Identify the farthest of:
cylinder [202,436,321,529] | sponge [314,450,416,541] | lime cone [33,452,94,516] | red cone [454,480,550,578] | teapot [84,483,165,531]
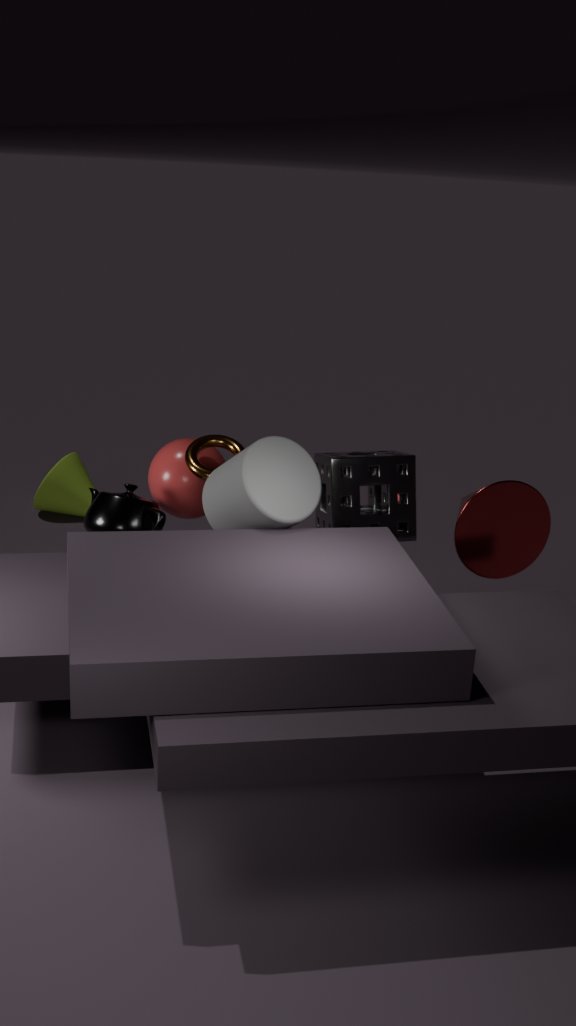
lime cone [33,452,94,516]
